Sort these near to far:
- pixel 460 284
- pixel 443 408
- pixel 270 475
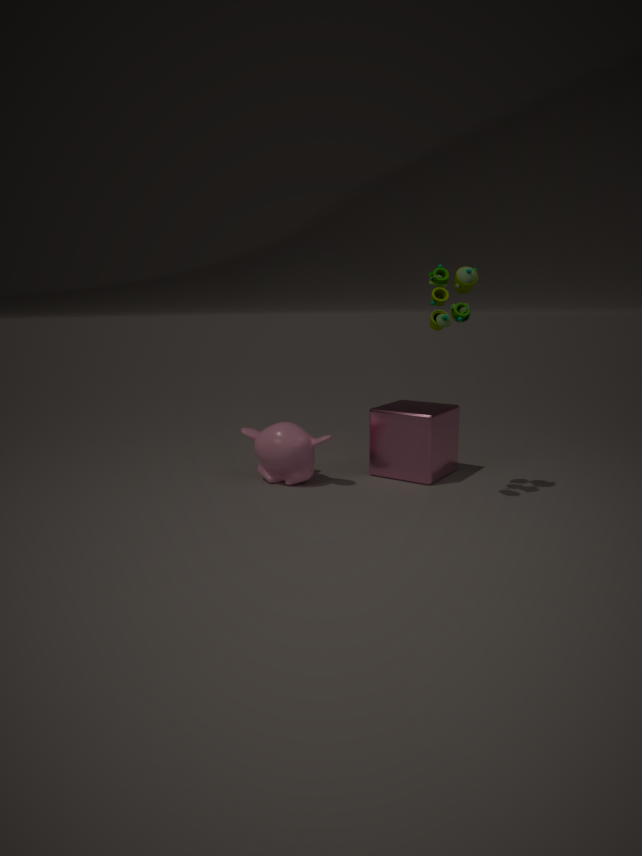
pixel 460 284 < pixel 270 475 < pixel 443 408
